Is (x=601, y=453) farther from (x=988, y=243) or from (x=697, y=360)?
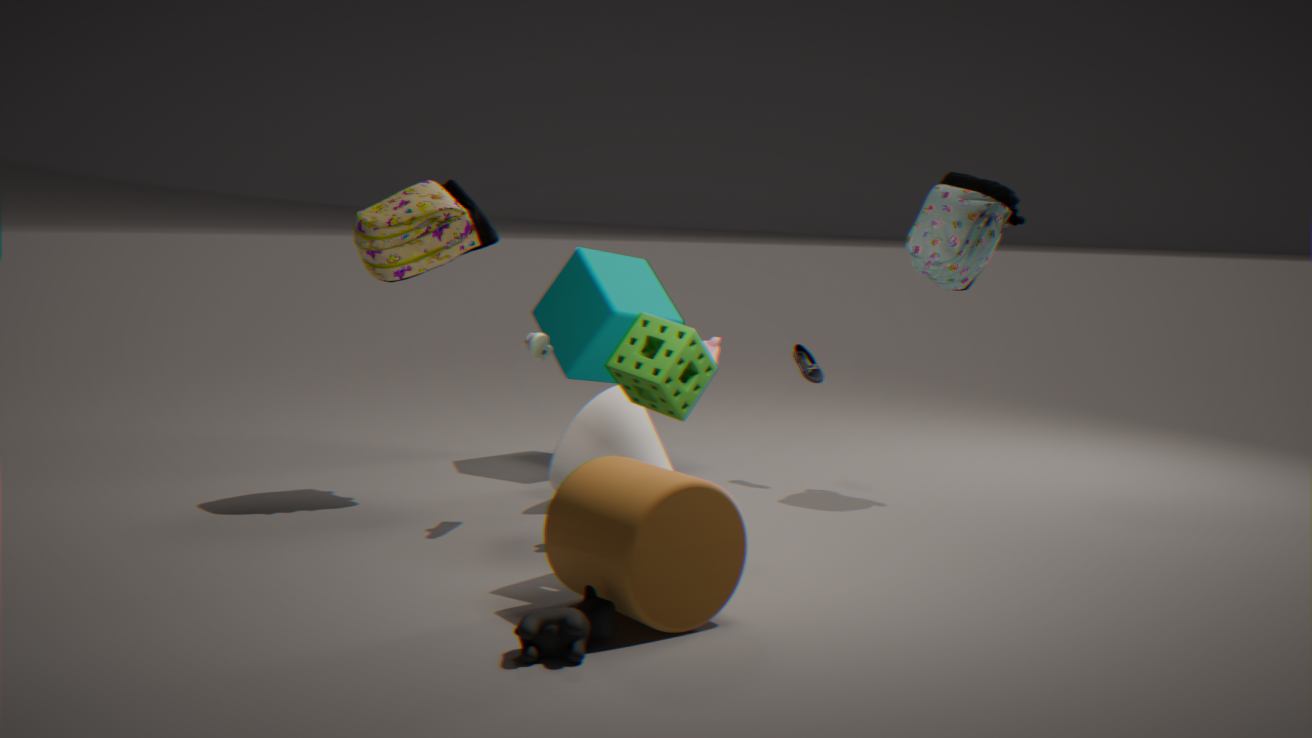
(x=988, y=243)
